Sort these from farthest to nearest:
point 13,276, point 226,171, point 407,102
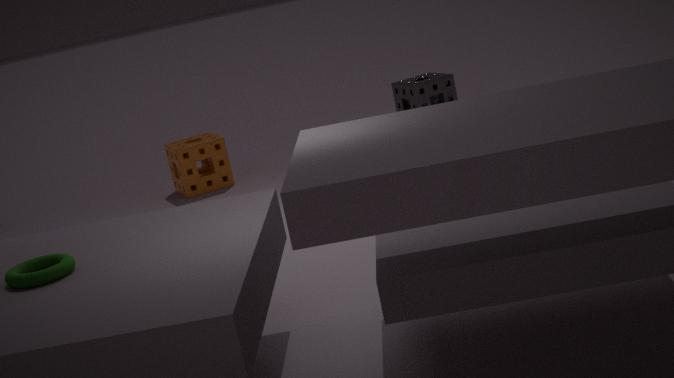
point 407,102 → point 226,171 → point 13,276
